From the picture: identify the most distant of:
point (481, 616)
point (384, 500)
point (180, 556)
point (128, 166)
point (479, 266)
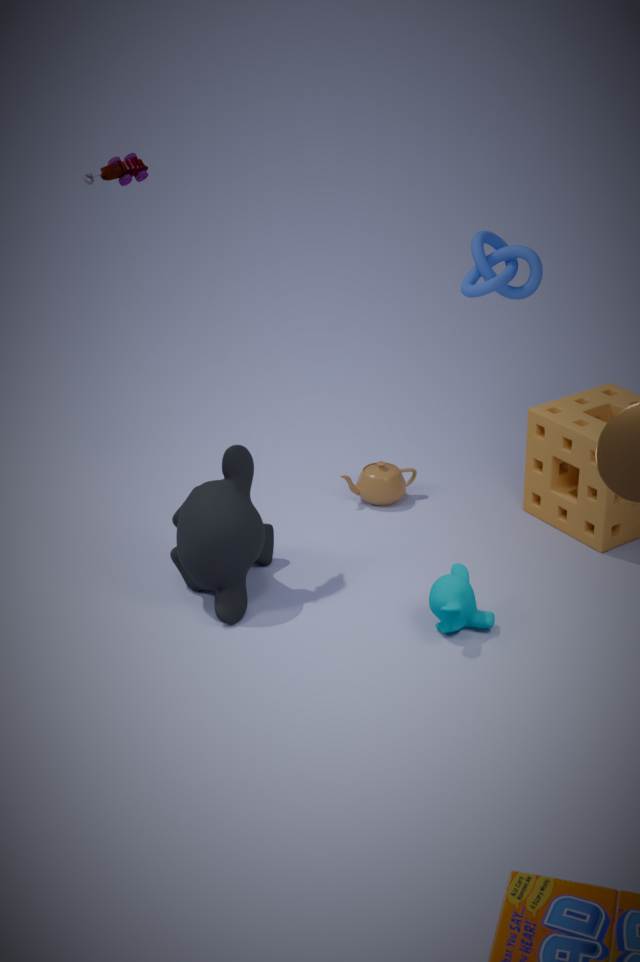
point (384, 500)
